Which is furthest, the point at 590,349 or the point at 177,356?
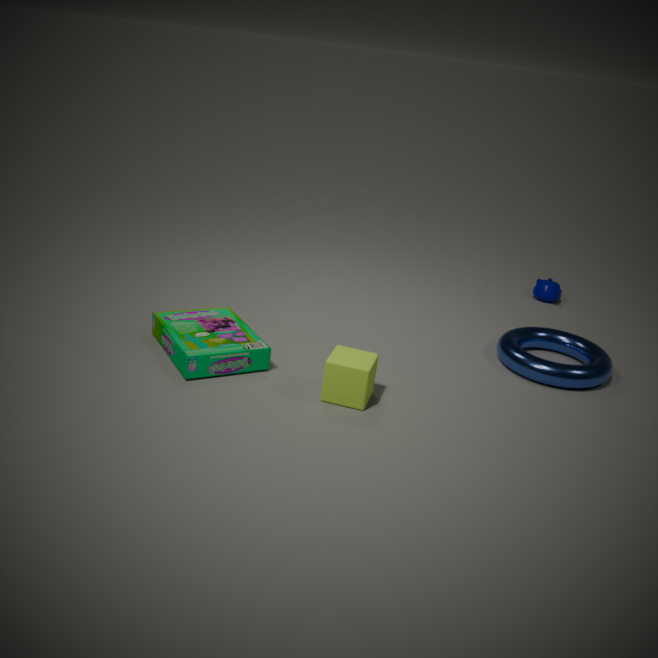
the point at 590,349
